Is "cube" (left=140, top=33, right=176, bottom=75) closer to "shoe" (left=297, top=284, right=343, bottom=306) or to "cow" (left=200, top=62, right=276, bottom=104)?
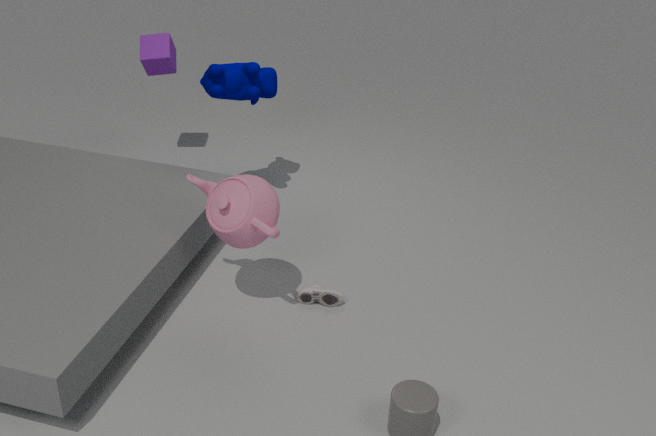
"cow" (left=200, top=62, right=276, bottom=104)
